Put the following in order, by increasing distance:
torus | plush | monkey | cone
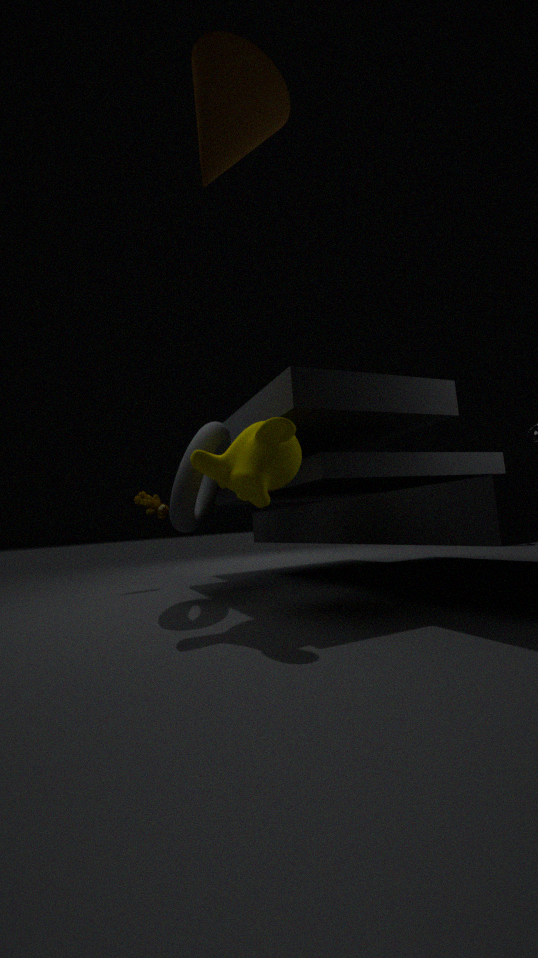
cone → monkey → torus → plush
